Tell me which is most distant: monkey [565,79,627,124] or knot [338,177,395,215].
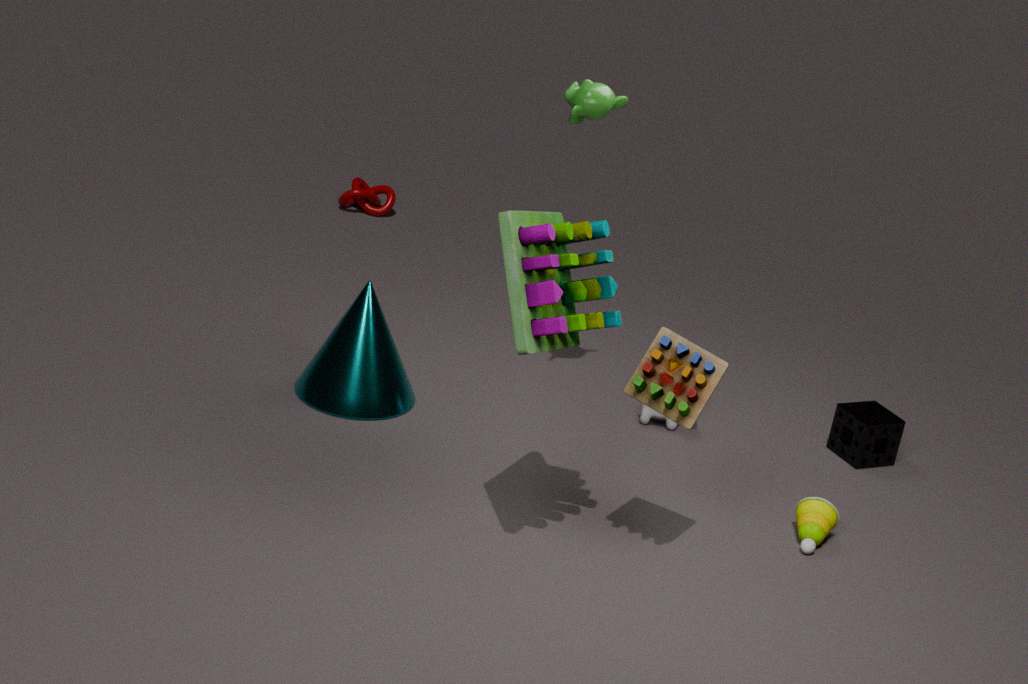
knot [338,177,395,215]
